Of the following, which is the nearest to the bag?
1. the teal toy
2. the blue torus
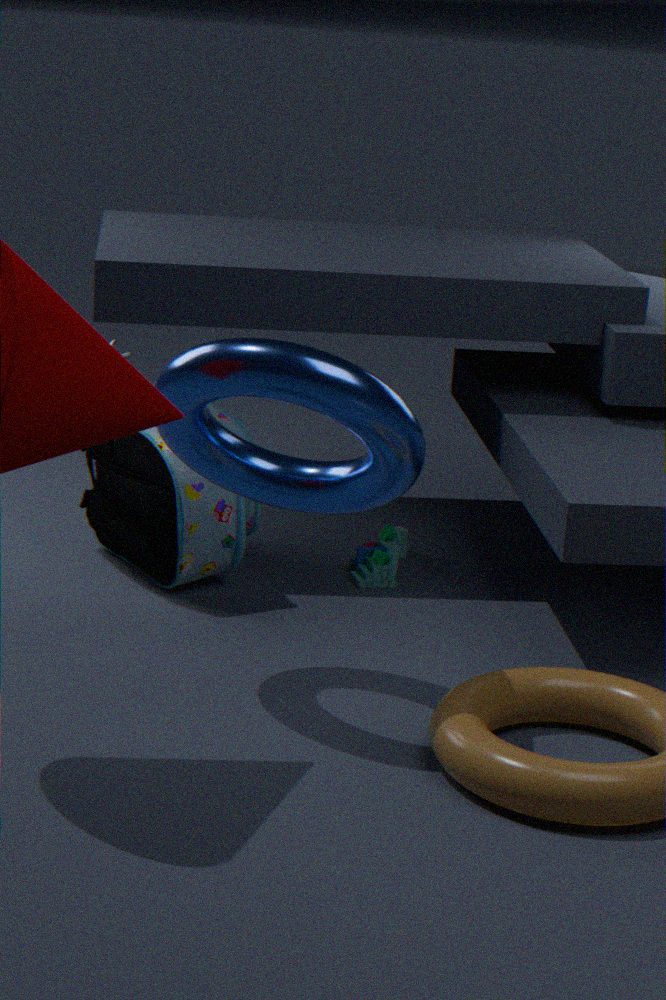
the teal toy
